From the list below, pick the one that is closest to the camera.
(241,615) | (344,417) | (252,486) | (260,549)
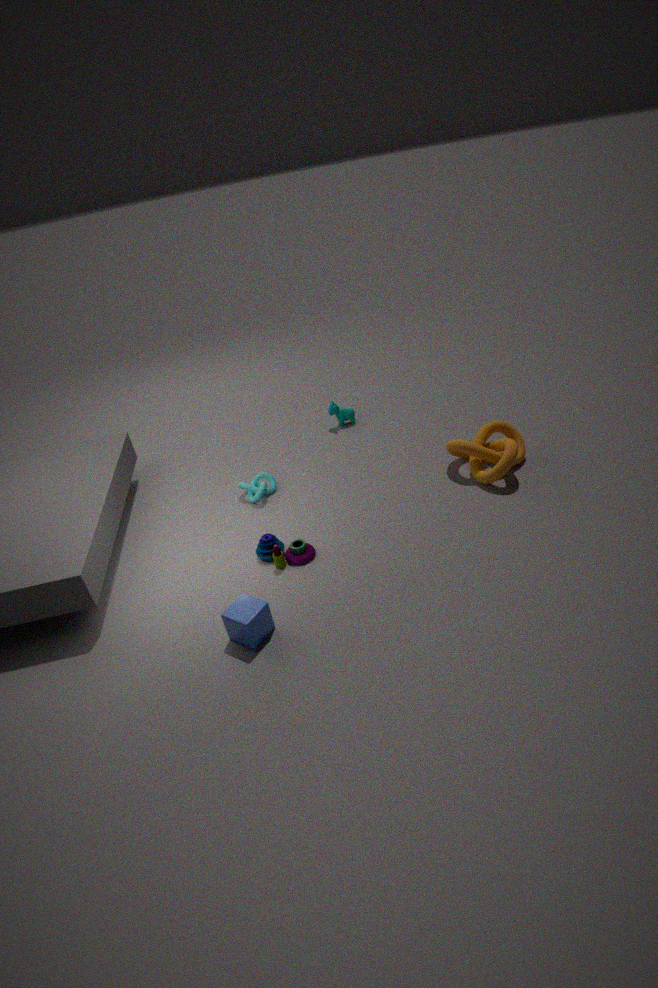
(241,615)
